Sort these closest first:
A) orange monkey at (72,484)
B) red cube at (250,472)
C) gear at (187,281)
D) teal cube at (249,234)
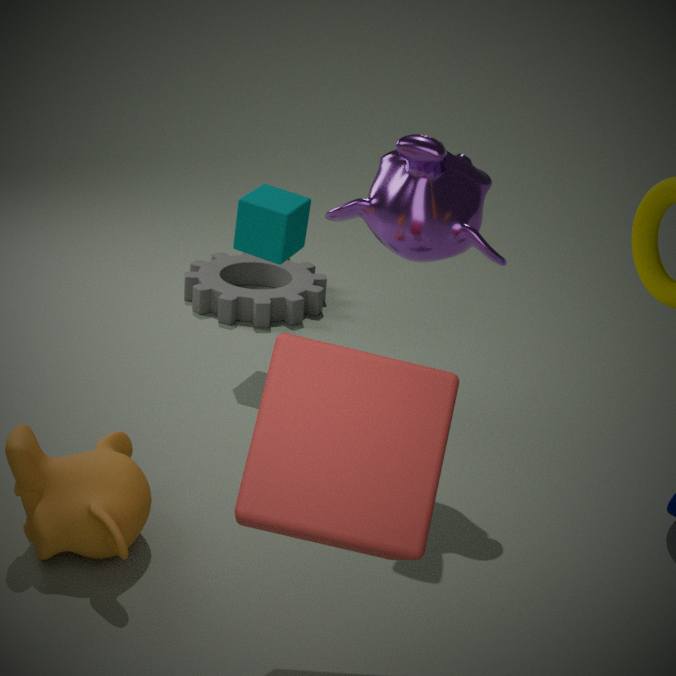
red cube at (250,472), orange monkey at (72,484), teal cube at (249,234), gear at (187,281)
